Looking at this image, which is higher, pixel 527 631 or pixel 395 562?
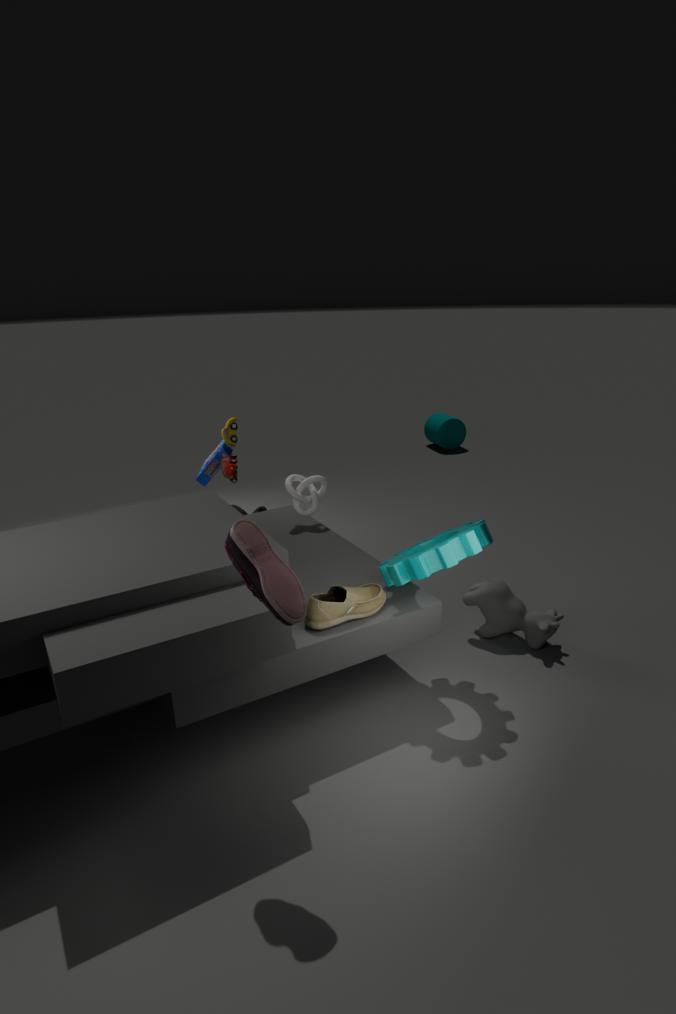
pixel 395 562
